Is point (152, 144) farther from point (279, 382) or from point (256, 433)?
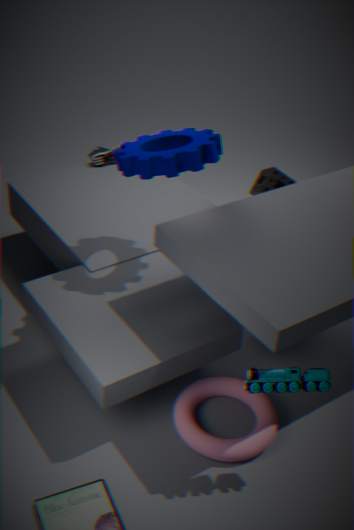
point (256, 433)
